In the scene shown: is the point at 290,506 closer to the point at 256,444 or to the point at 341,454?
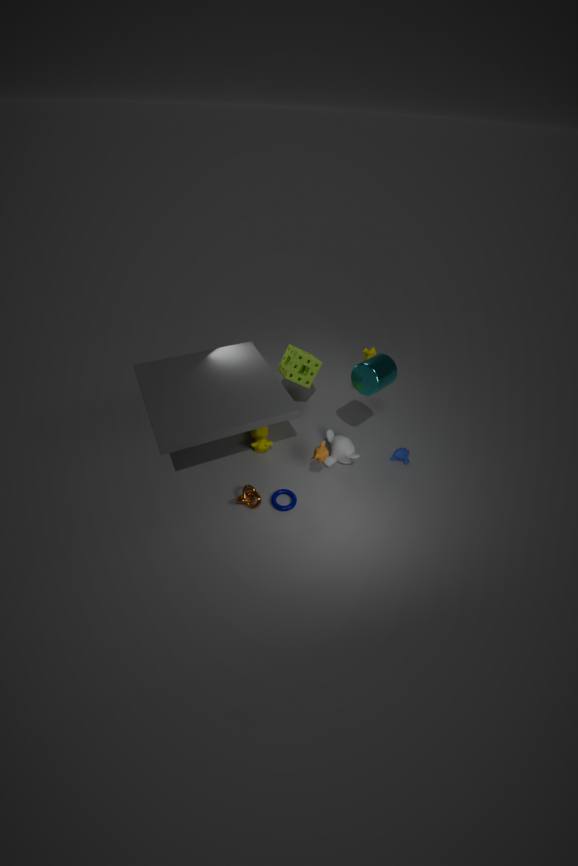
the point at 341,454
